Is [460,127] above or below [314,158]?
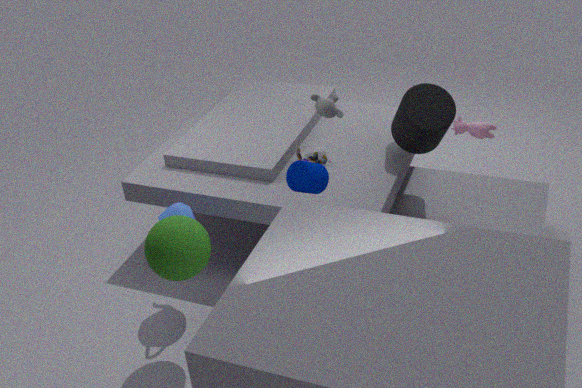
above
